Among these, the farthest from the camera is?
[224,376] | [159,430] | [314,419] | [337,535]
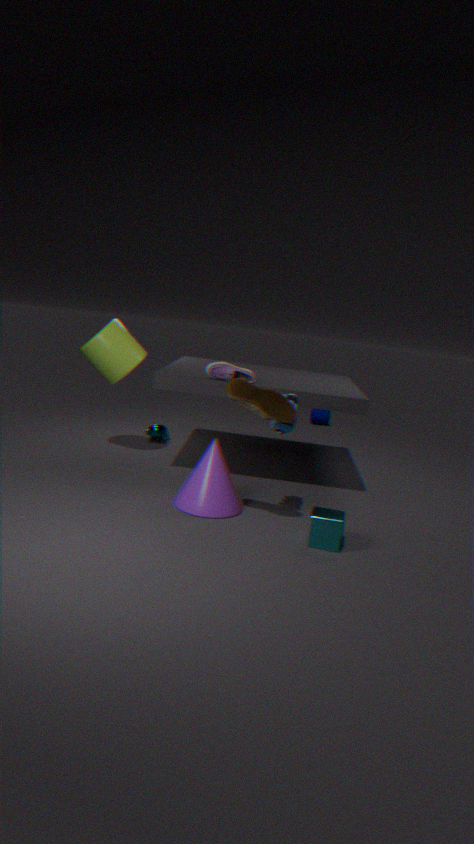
[314,419]
